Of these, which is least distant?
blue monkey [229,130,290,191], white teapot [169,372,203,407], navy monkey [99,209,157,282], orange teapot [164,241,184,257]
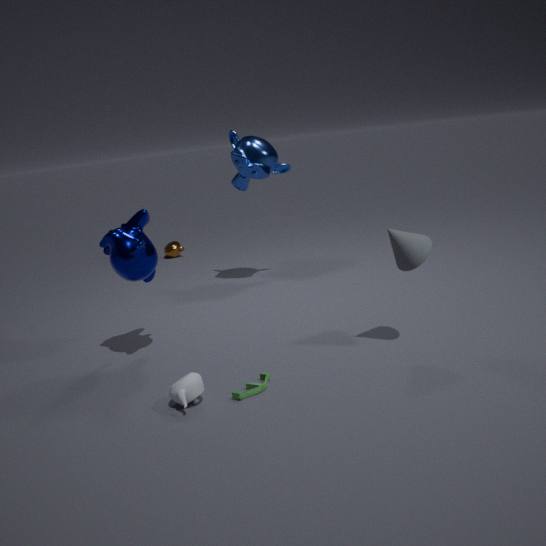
white teapot [169,372,203,407]
